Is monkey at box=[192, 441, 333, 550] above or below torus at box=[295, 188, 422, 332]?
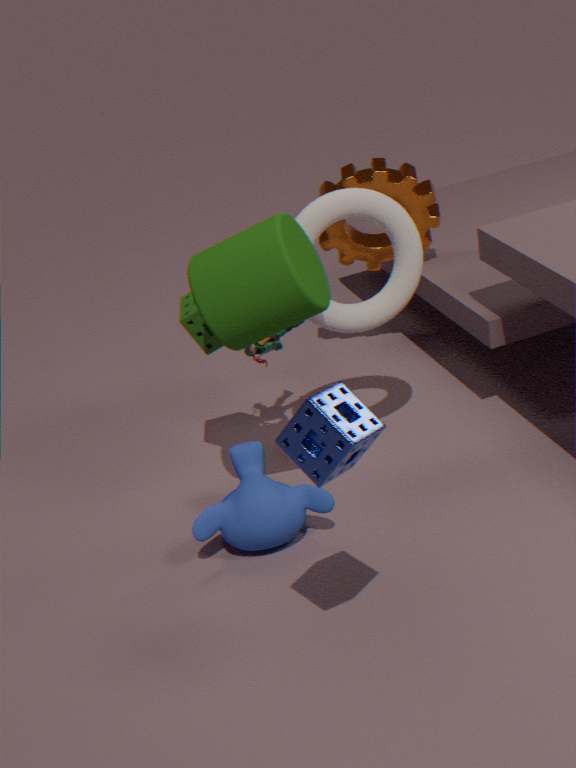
below
